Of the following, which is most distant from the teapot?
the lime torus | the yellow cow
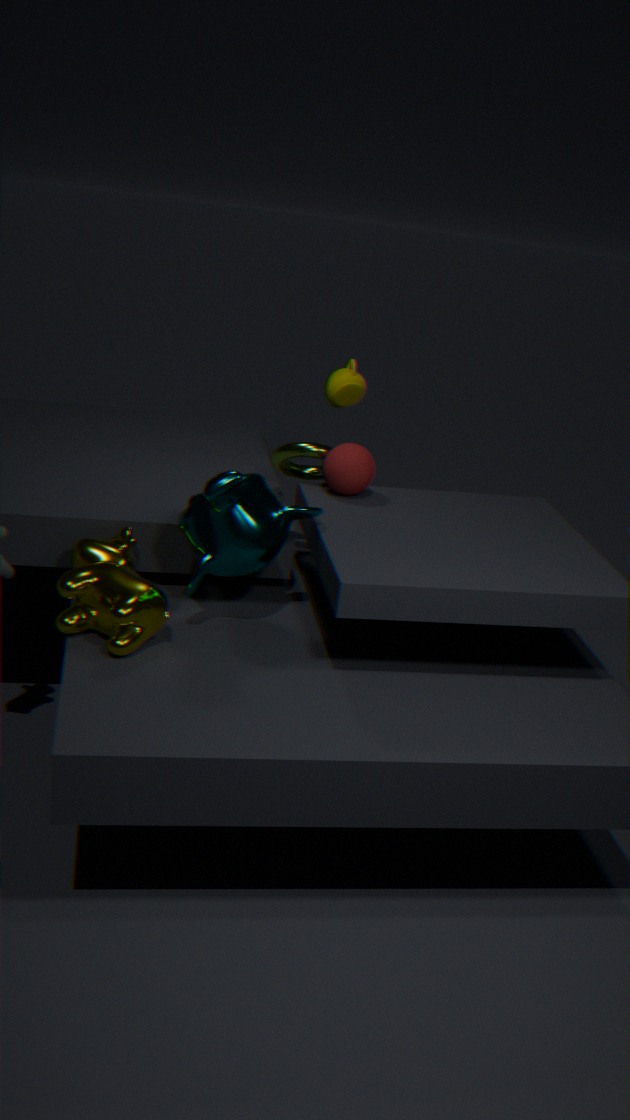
the yellow cow
